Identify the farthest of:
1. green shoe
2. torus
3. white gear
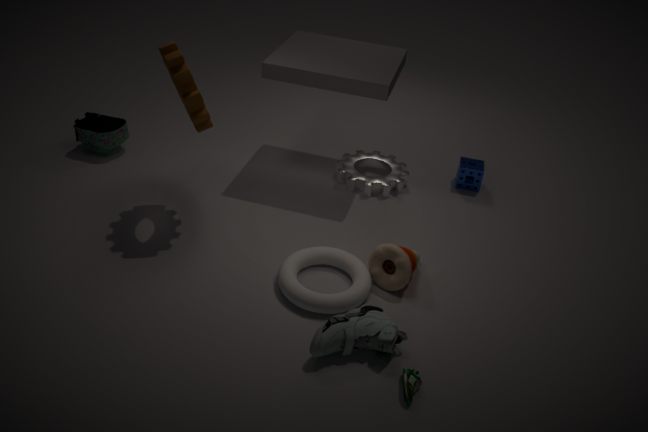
white gear
